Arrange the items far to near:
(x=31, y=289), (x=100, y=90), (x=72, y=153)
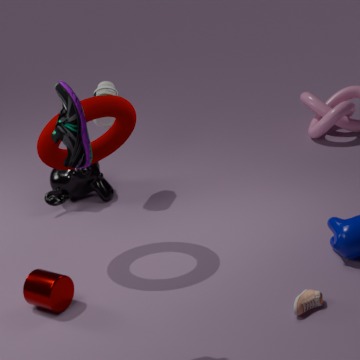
(x=100, y=90)
(x=31, y=289)
(x=72, y=153)
